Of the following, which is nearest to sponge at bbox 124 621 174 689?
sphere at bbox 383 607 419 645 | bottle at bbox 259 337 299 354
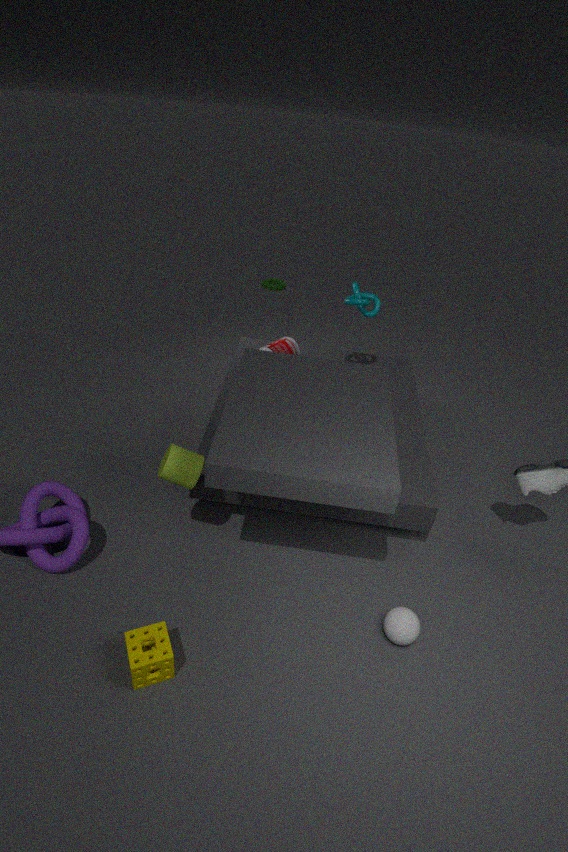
sphere at bbox 383 607 419 645
